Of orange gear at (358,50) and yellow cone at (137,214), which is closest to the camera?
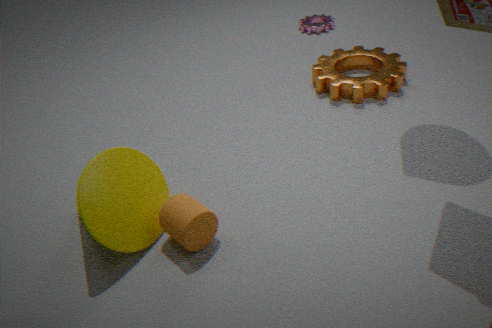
yellow cone at (137,214)
